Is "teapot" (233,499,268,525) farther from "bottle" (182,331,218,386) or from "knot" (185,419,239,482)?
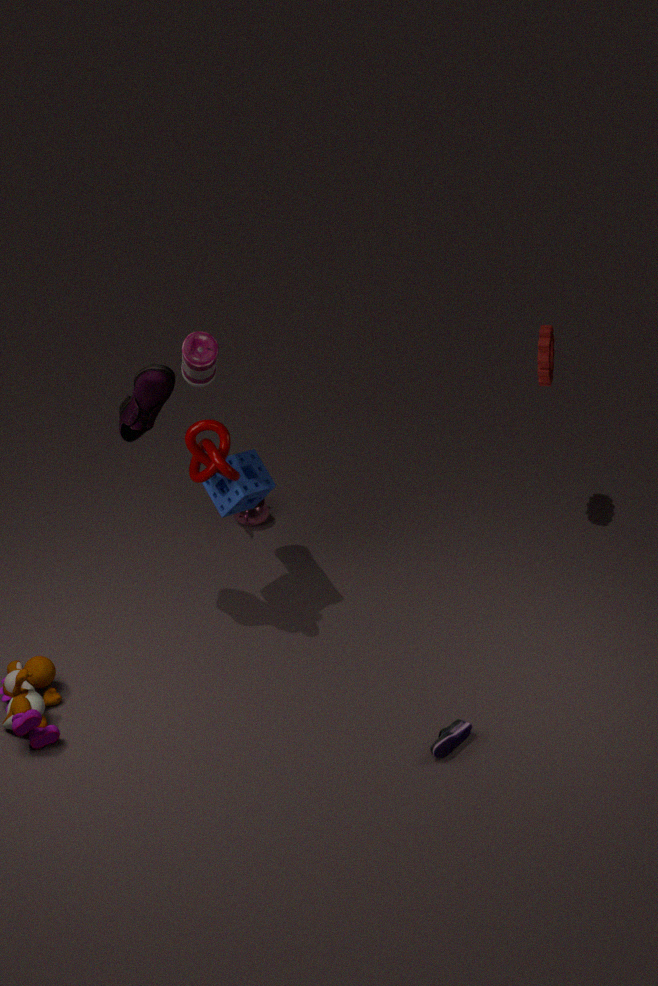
"bottle" (182,331,218,386)
